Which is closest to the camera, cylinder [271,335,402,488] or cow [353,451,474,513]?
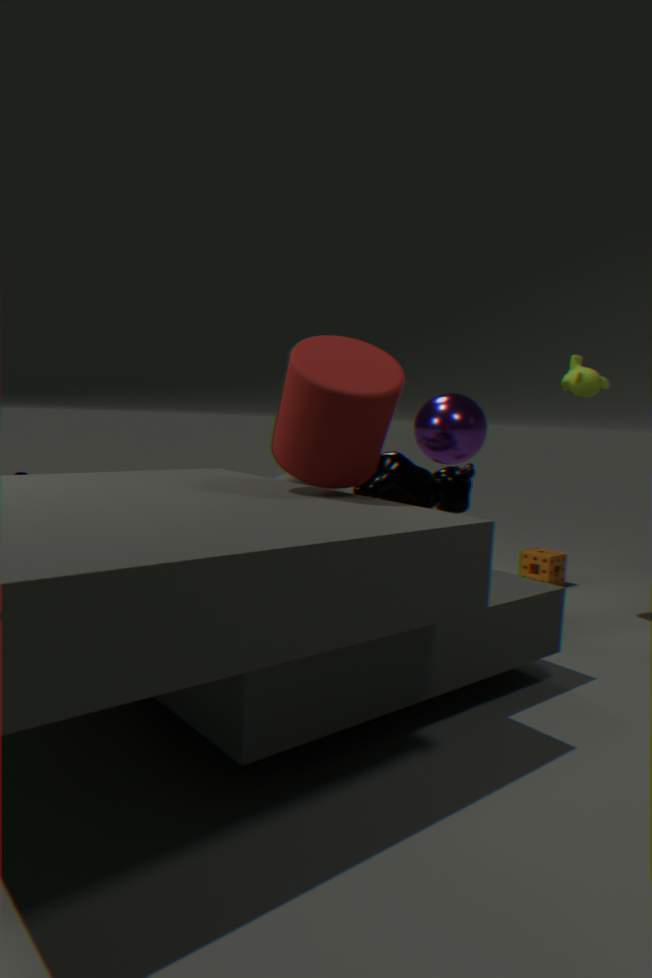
cylinder [271,335,402,488]
